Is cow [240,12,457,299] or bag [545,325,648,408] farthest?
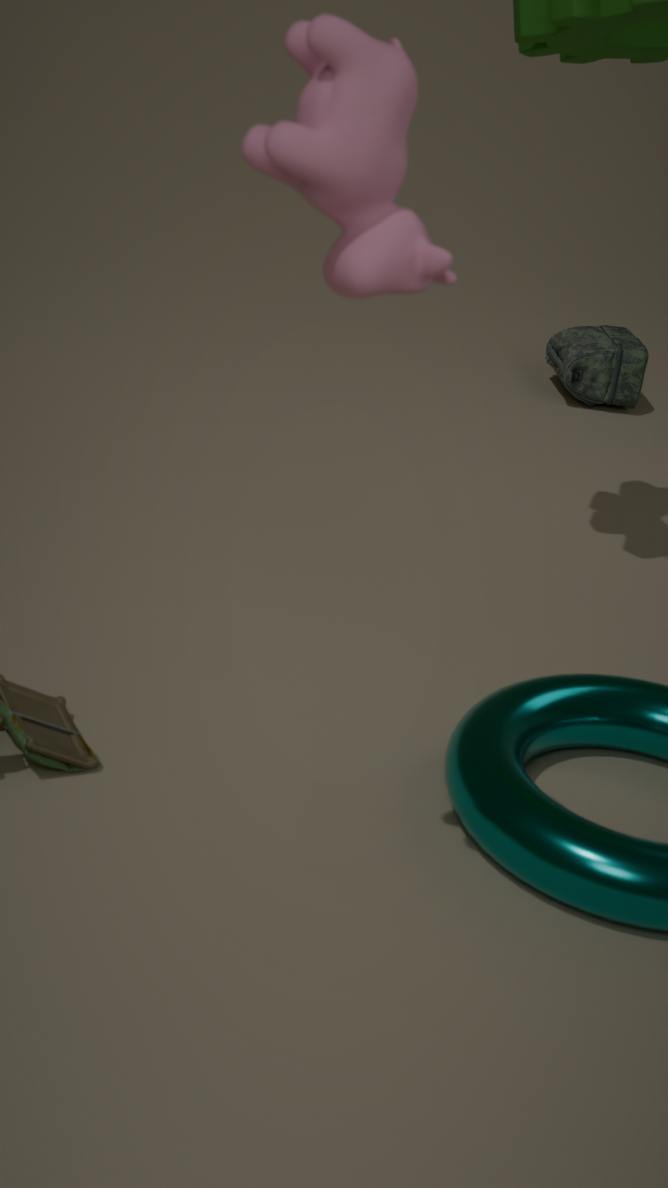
A: bag [545,325,648,408]
